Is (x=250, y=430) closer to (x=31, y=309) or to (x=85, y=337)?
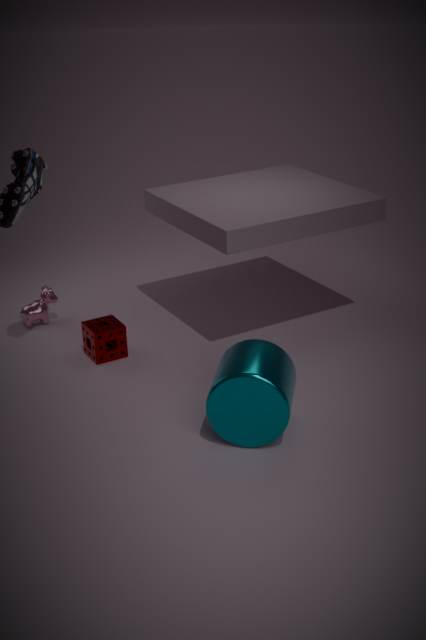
(x=85, y=337)
